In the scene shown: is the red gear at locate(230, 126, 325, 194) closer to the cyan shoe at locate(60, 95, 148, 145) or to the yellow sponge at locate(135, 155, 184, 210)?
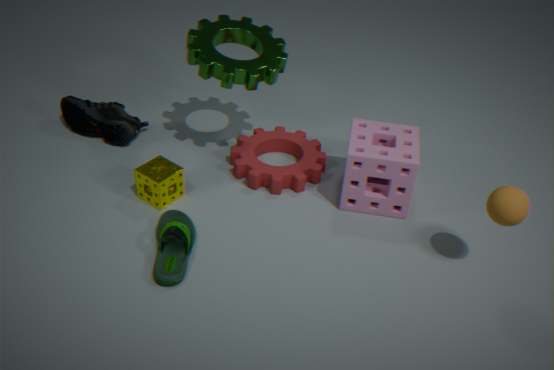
the yellow sponge at locate(135, 155, 184, 210)
